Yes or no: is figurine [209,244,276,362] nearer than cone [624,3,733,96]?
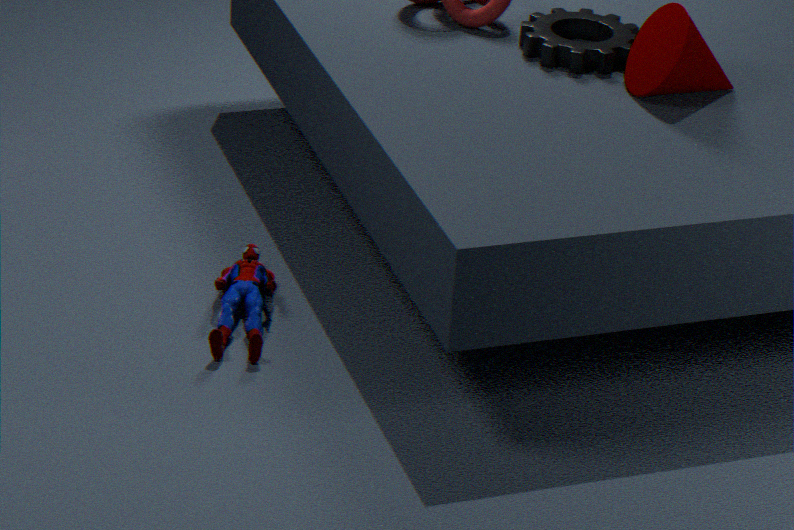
Yes
